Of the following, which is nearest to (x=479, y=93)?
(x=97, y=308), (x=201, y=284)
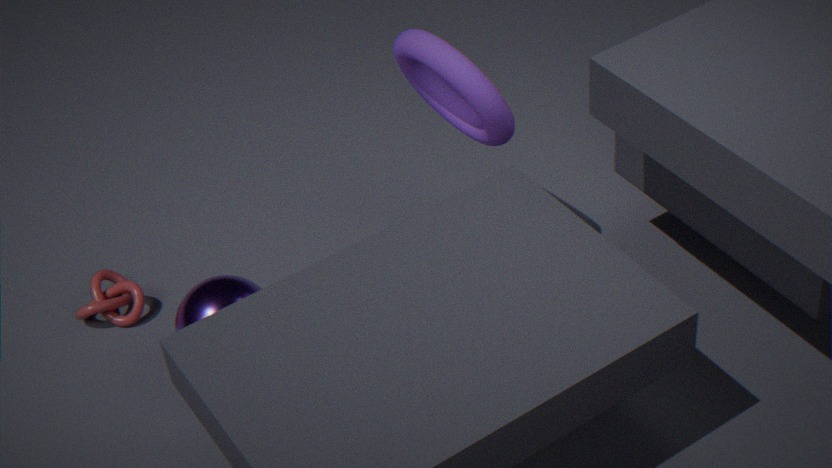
(x=201, y=284)
